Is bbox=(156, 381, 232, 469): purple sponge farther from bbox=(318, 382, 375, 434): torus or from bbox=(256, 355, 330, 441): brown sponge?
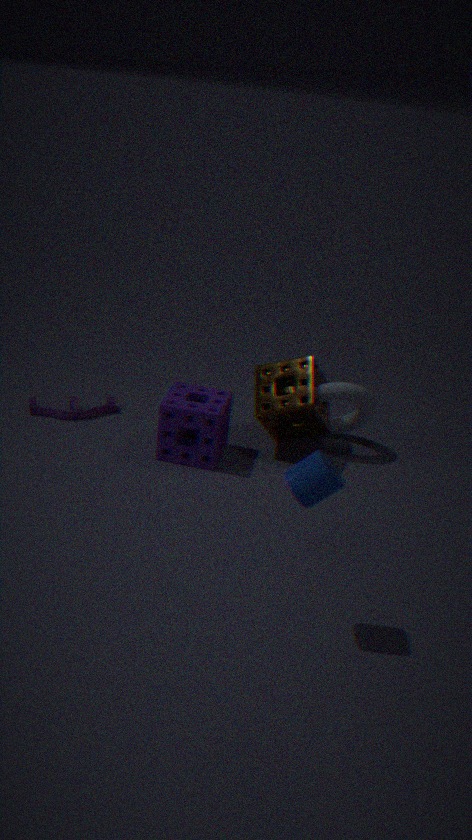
bbox=(318, 382, 375, 434): torus
